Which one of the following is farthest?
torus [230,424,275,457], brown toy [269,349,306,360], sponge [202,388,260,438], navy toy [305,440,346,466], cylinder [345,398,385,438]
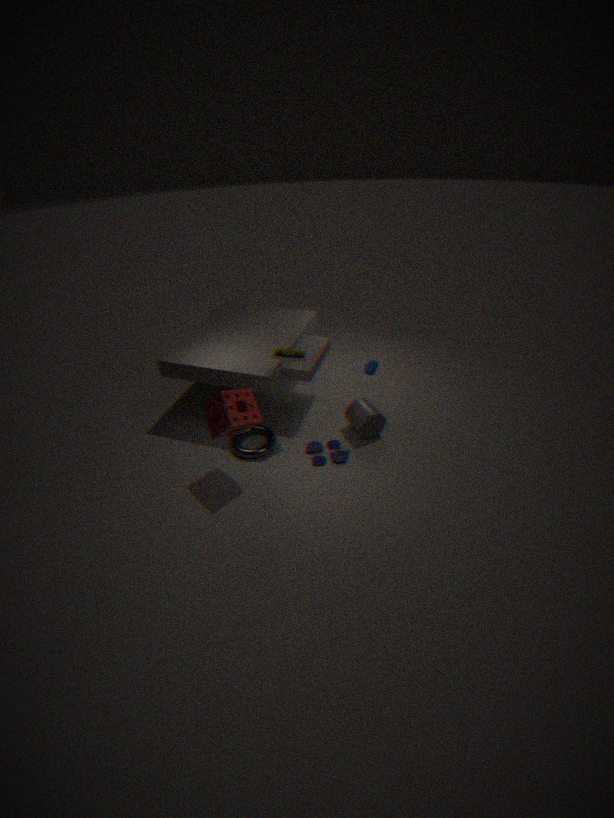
cylinder [345,398,385,438]
